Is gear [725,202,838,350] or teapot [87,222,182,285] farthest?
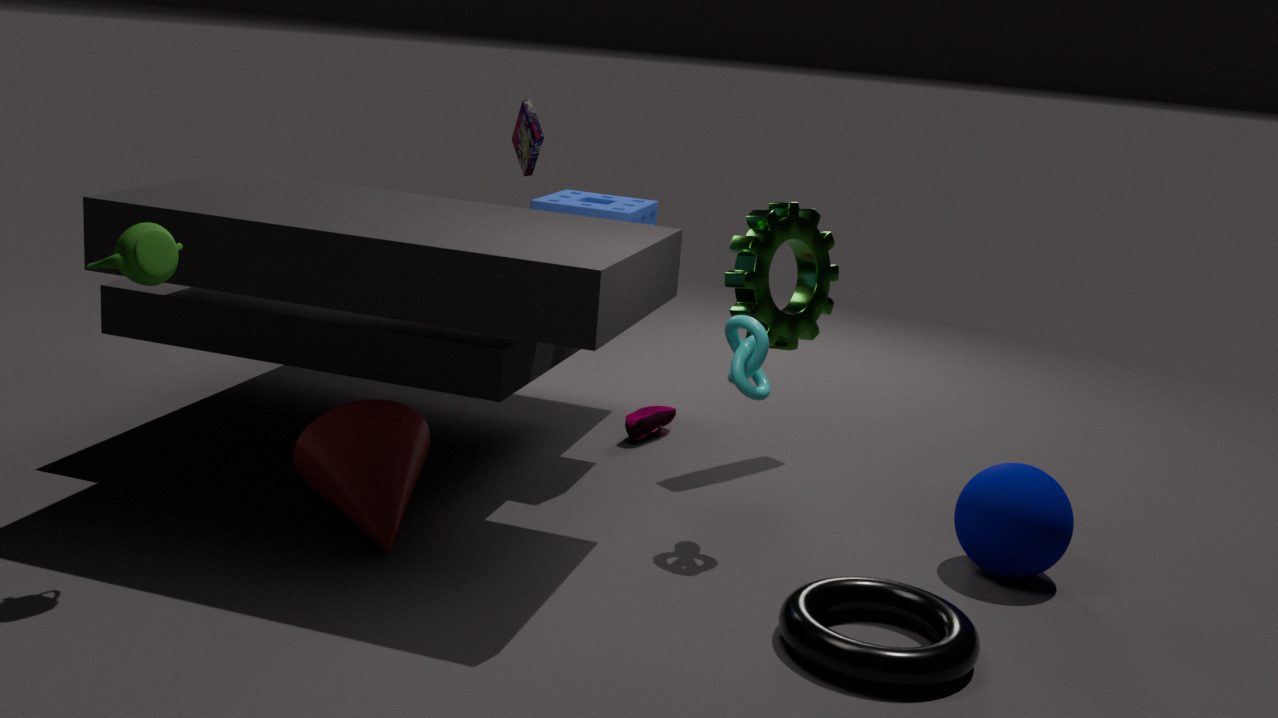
gear [725,202,838,350]
